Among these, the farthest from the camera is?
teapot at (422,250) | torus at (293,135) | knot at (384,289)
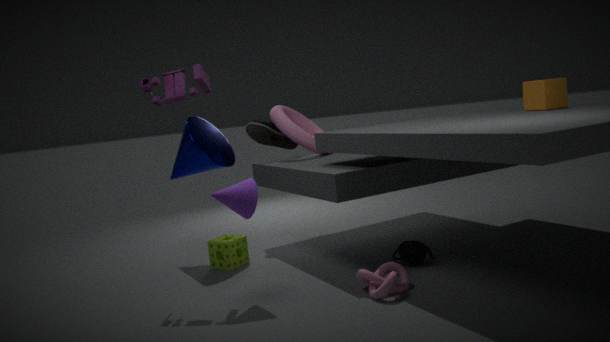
torus at (293,135)
